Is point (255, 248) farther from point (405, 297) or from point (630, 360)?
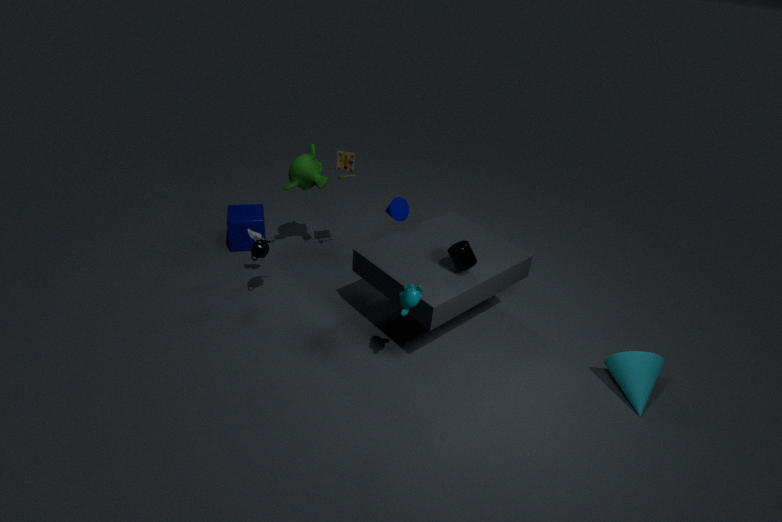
point (630, 360)
